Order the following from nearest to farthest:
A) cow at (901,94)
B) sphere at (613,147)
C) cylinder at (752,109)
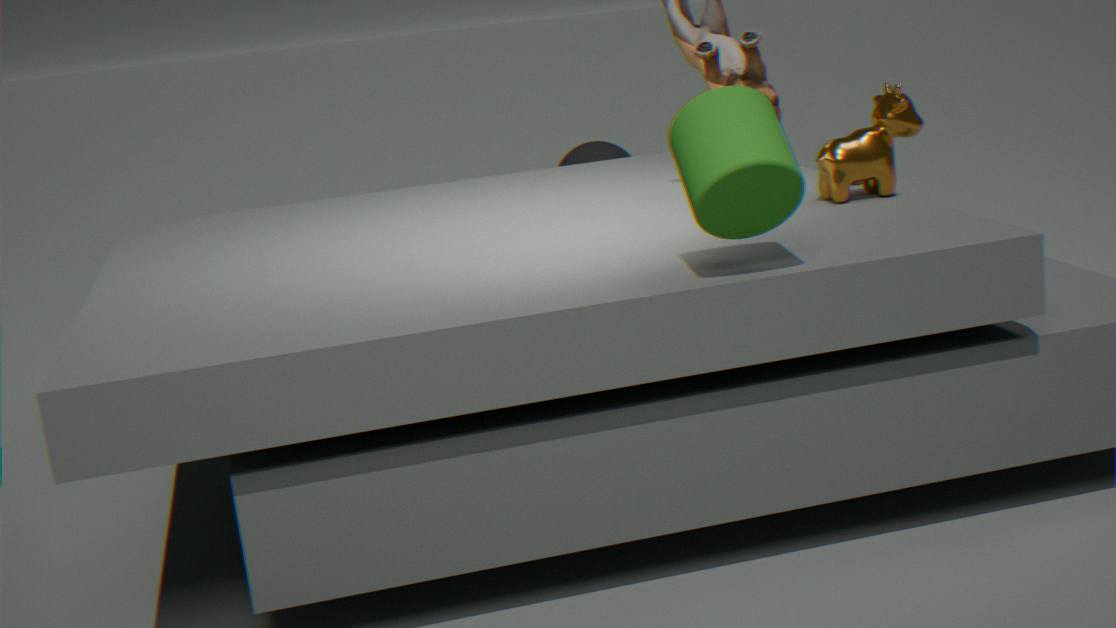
cylinder at (752,109)
cow at (901,94)
sphere at (613,147)
